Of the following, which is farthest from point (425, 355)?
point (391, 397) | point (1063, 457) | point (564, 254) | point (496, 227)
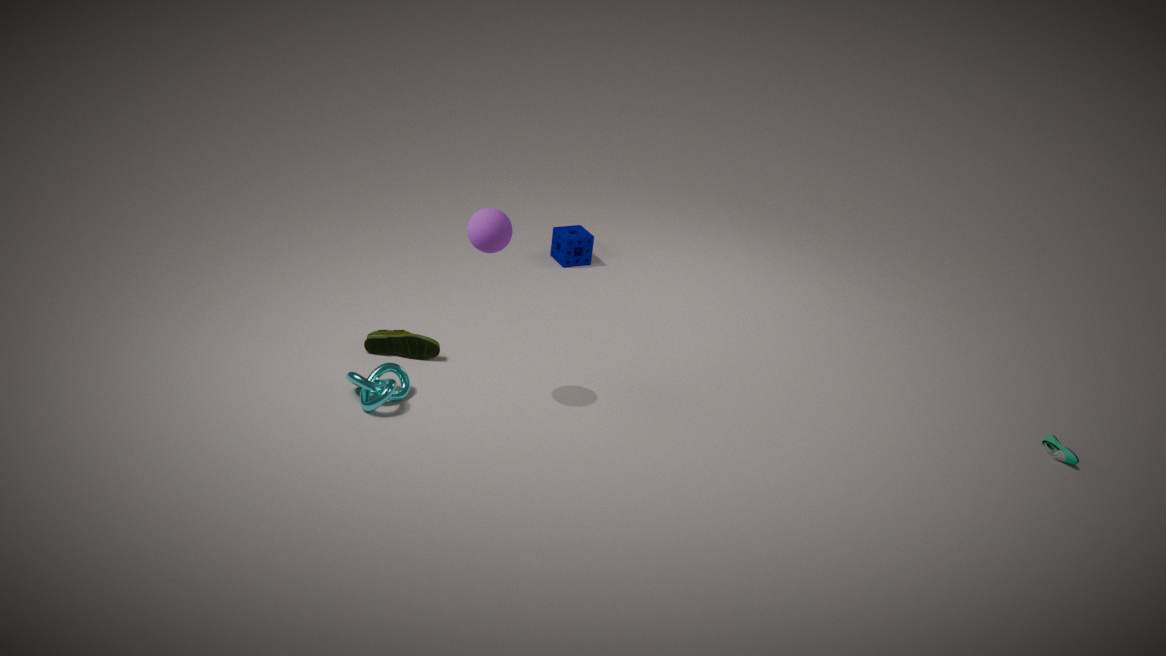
point (1063, 457)
